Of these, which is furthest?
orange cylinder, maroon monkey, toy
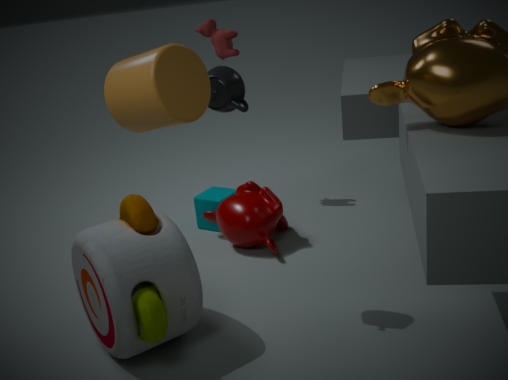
maroon monkey
